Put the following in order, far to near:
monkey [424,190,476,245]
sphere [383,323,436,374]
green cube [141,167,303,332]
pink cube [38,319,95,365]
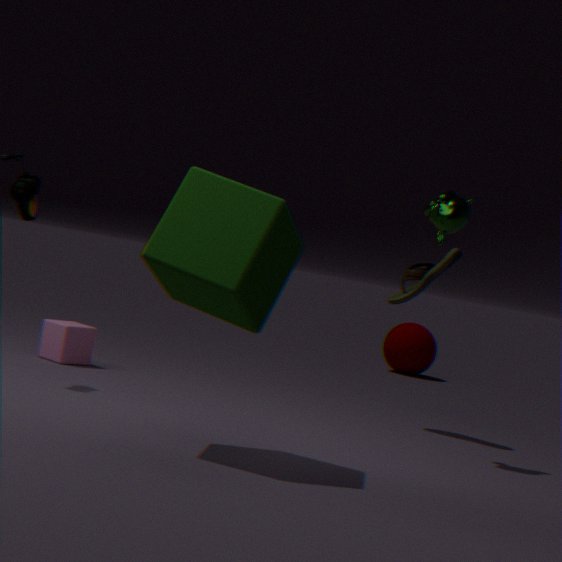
1. sphere [383,323,436,374]
2. pink cube [38,319,95,365]
3. monkey [424,190,476,245]
4. green cube [141,167,303,332]
